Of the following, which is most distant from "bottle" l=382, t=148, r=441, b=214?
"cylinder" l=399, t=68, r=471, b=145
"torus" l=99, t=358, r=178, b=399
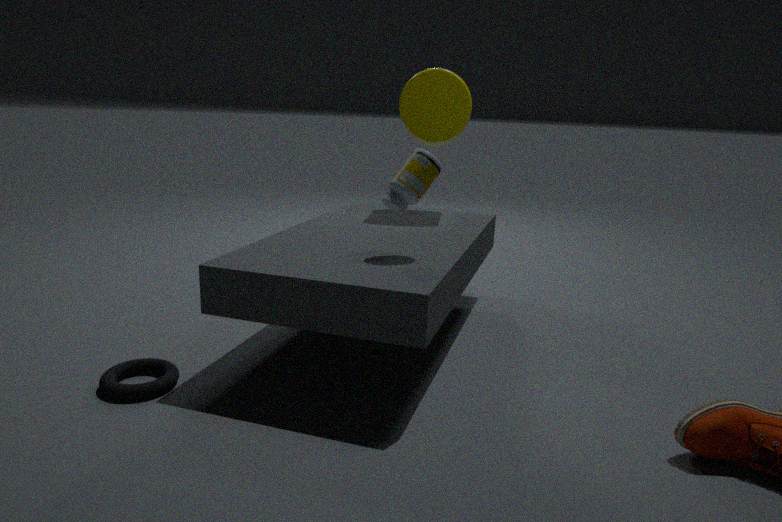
"torus" l=99, t=358, r=178, b=399
